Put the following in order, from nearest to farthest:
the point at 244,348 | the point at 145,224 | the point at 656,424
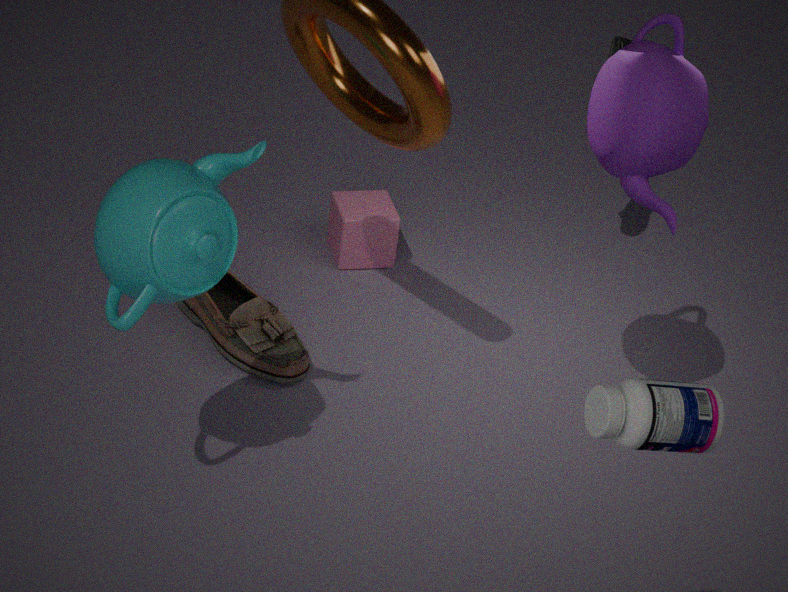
the point at 656,424
the point at 145,224
the point at 244,348
